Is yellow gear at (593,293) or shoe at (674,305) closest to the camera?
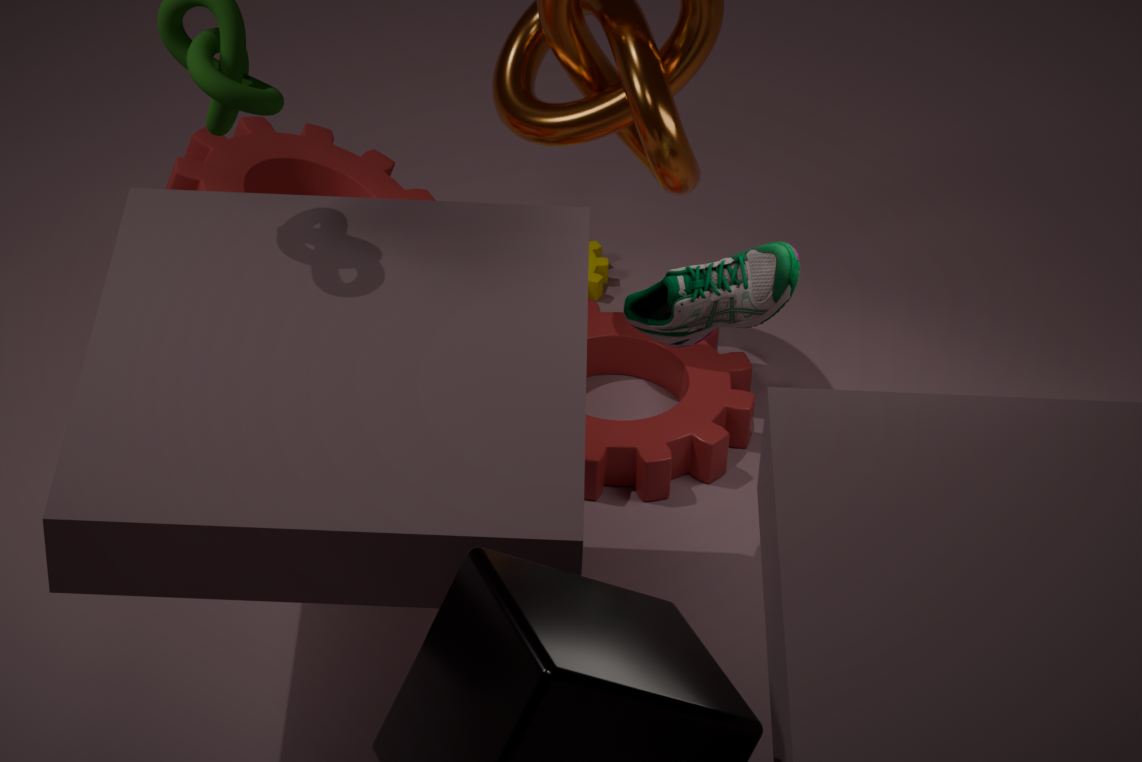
shoe at (674,305)
